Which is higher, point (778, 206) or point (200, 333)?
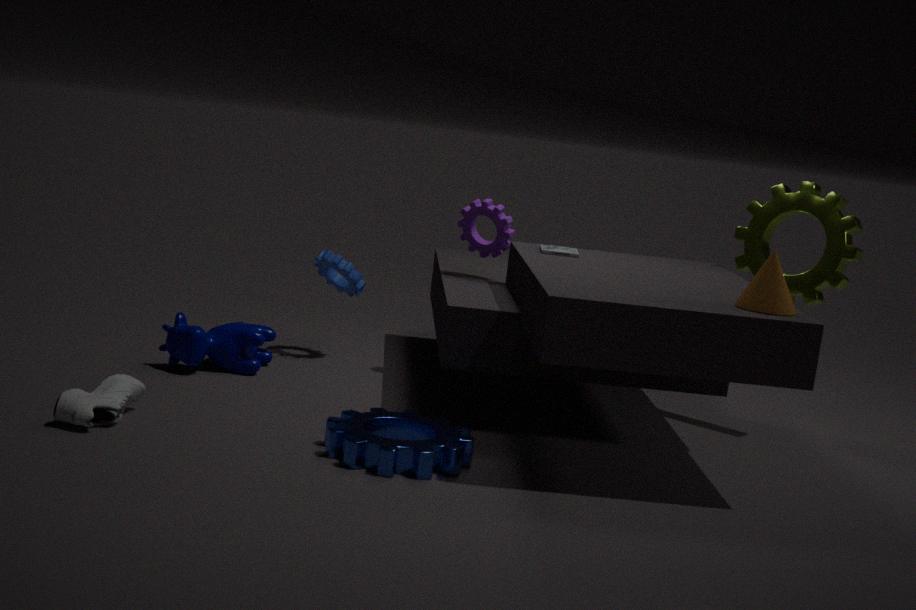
point (778, 206)
